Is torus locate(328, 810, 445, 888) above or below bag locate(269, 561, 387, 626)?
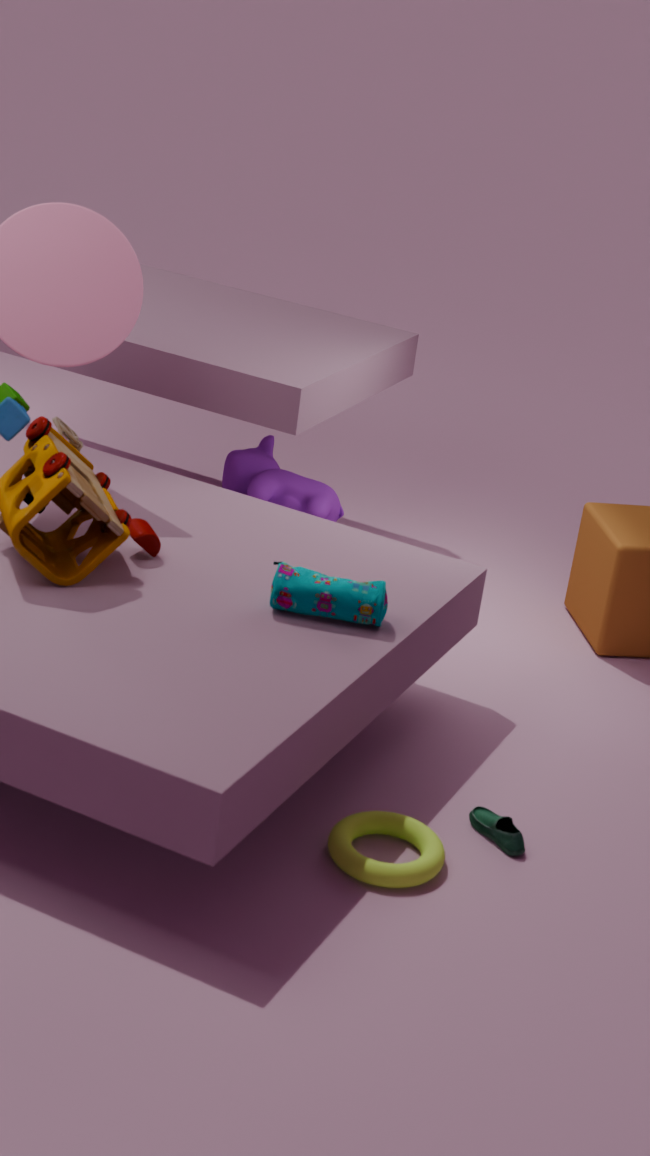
below
